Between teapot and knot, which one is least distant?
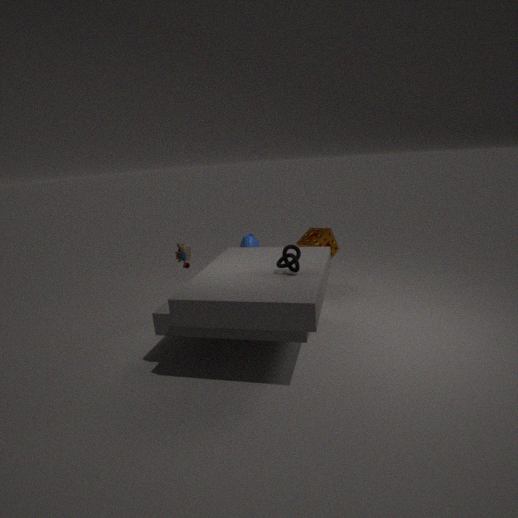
knot
